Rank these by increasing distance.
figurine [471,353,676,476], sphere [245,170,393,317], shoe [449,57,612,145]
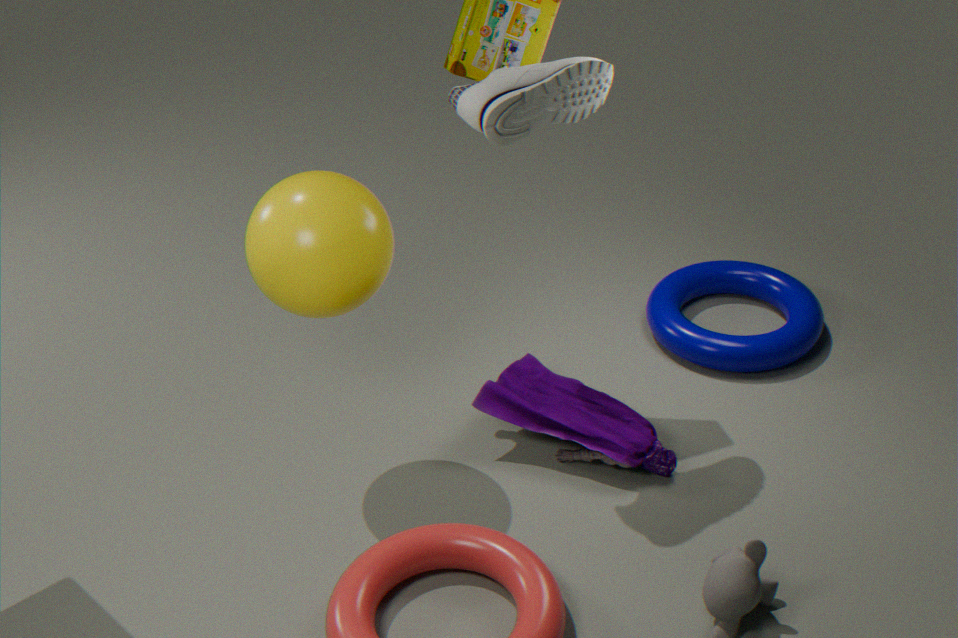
shoe [449,57,612,145], sphere [245,170,393,317], figurine [471,353,676,476]
